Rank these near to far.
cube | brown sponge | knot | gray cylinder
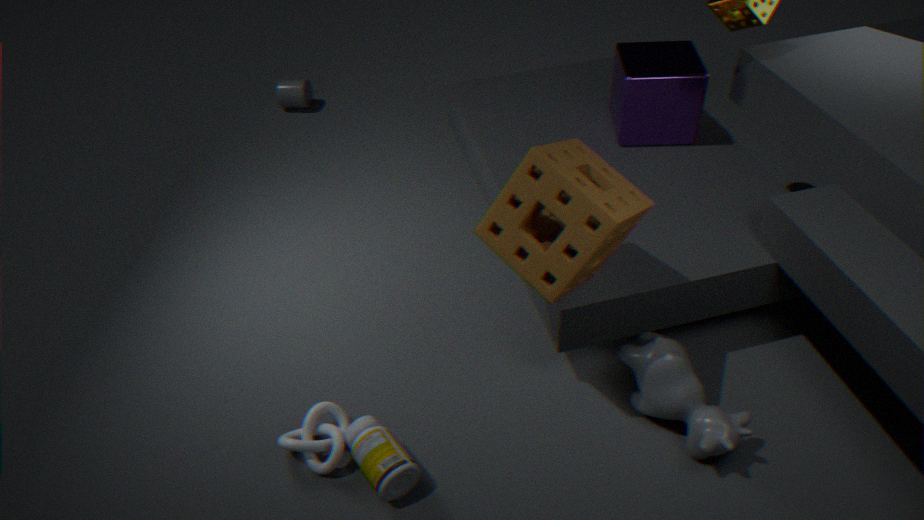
1. brown sponge
2. knot
3. cube
4. gray cylinder
